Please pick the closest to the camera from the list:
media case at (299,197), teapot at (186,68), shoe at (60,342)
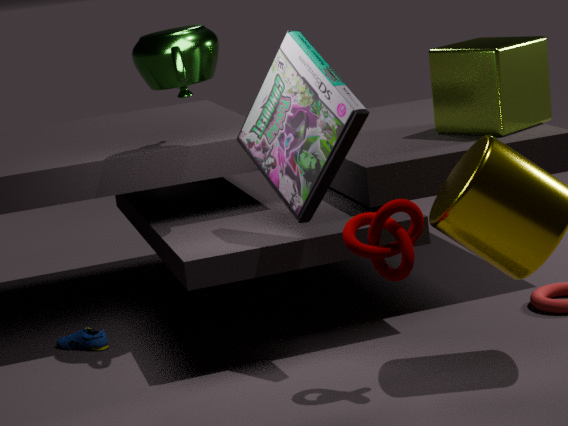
media case at (299,197)
